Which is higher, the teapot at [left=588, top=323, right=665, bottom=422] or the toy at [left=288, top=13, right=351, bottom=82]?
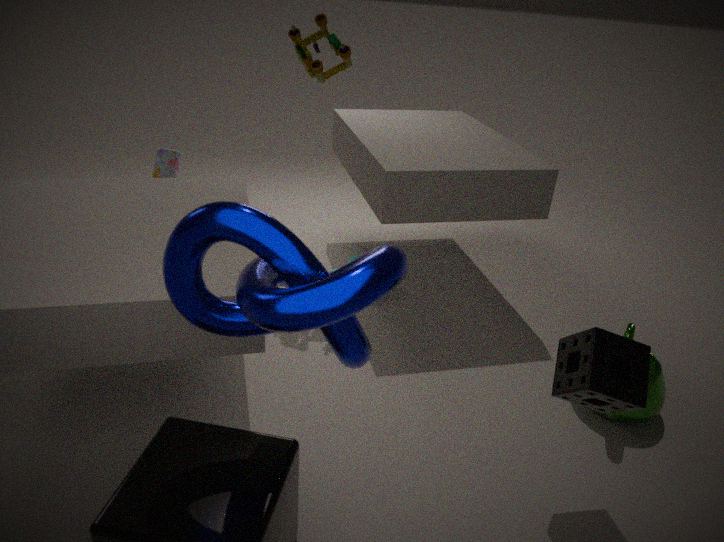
the toy at [left=288, top=13, right=351, bottom=82]
